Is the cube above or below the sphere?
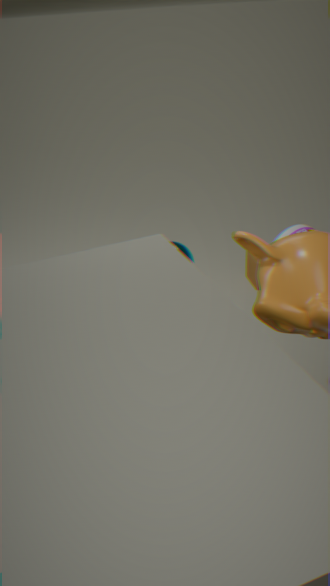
below
